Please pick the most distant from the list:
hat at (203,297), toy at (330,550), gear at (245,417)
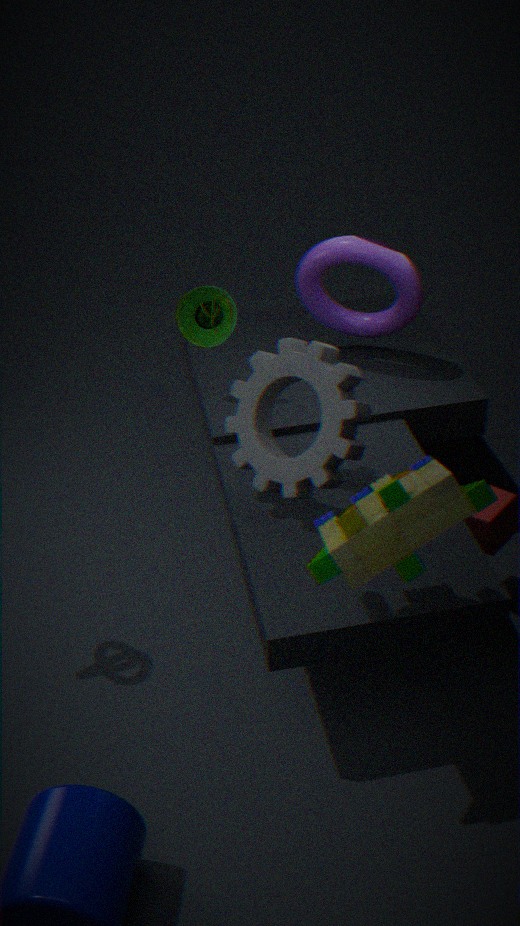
hat at (203,297)
